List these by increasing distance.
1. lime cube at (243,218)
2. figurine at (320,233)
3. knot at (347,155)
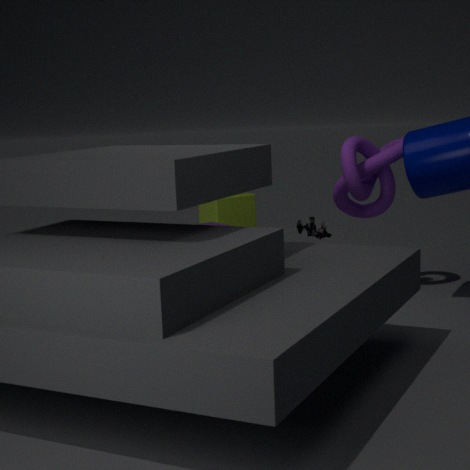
1. knot at (347,155)
2. figurine at (320,233)
3. lime cube at (243,218)
